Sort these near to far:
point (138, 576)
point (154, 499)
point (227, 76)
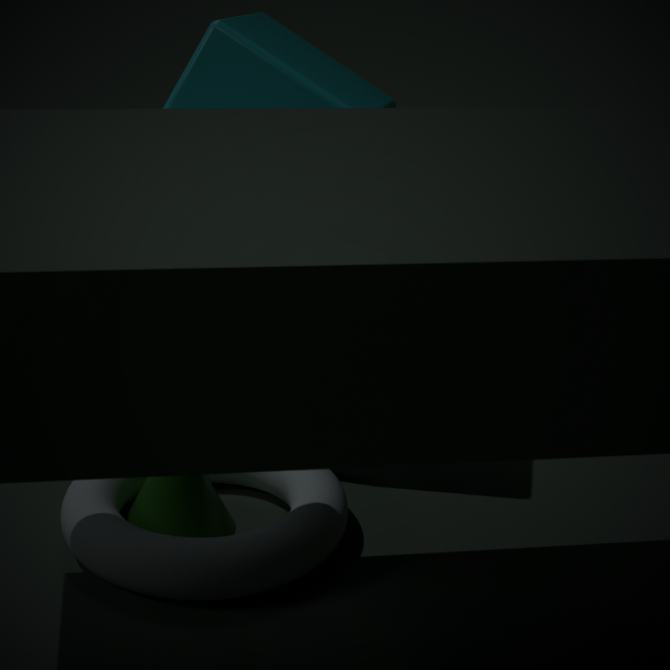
point (138, 576), point (154, 499), point (227, 76)
